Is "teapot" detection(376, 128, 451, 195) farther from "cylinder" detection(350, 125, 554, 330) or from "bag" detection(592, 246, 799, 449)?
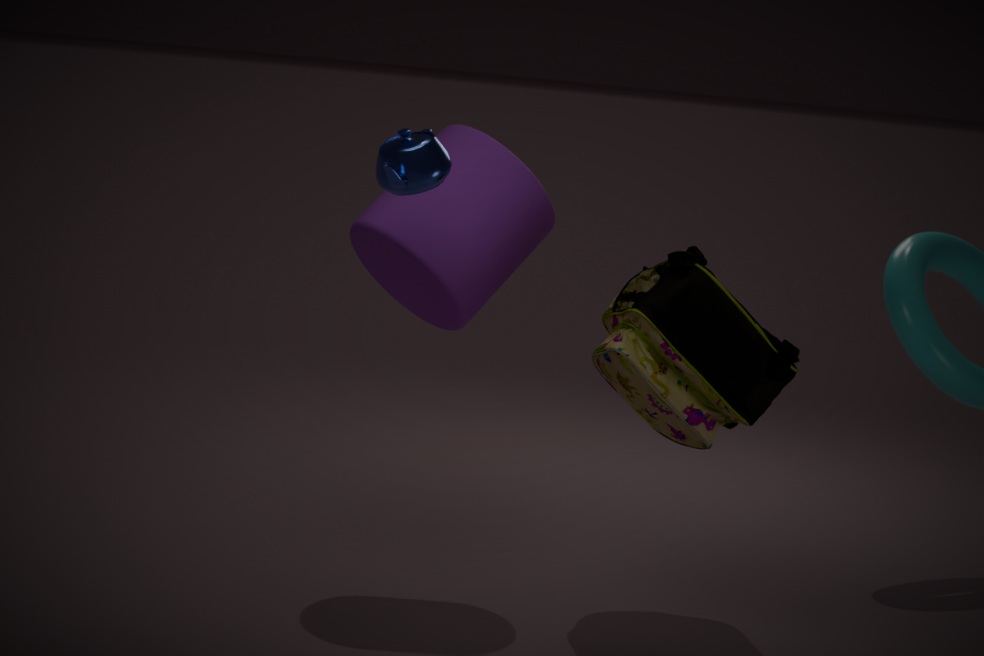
"bag" detection(592, 246, 799, 449)
